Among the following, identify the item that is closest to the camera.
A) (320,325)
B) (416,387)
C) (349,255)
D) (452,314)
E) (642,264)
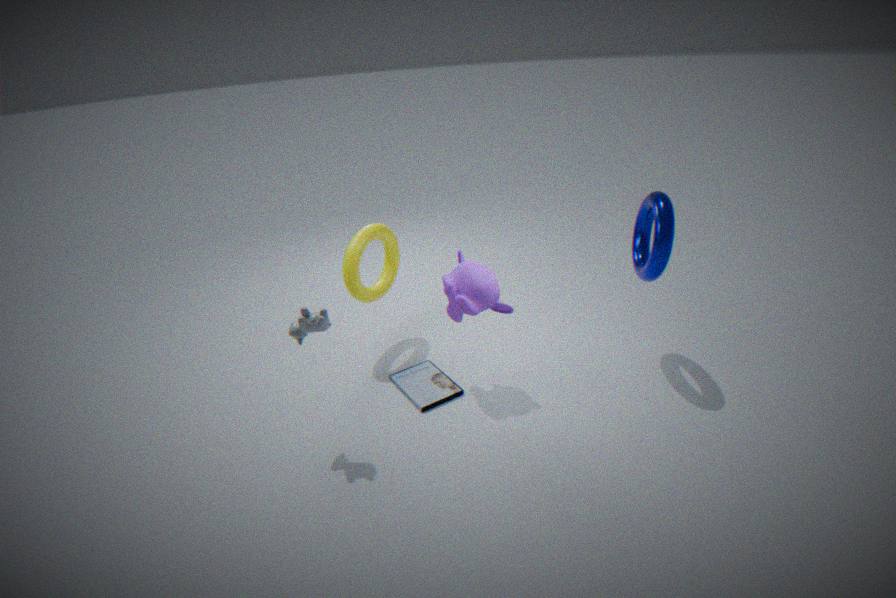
(320,325)
